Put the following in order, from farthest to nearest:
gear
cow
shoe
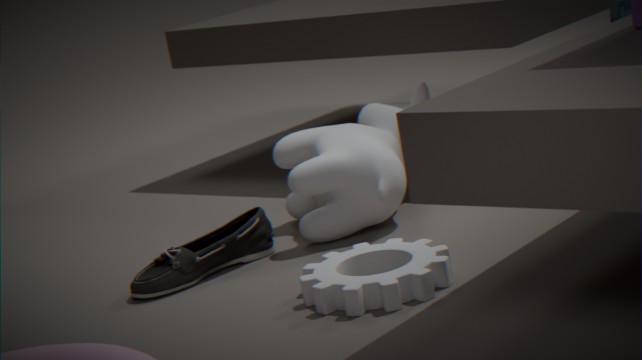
cow < shoe < gear
